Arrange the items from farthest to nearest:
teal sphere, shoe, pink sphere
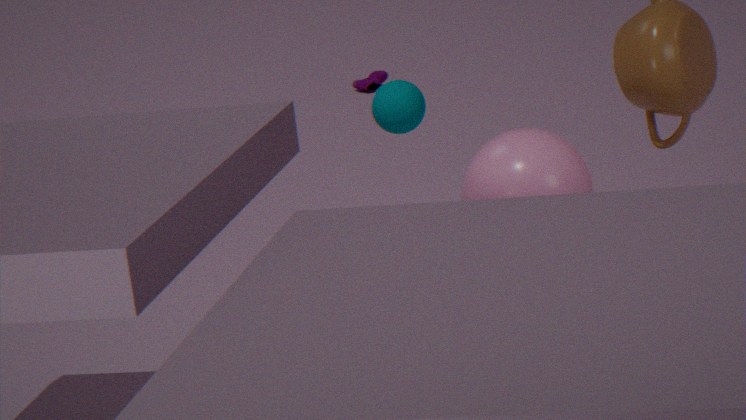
shoe → teal sphere → pink sphere
